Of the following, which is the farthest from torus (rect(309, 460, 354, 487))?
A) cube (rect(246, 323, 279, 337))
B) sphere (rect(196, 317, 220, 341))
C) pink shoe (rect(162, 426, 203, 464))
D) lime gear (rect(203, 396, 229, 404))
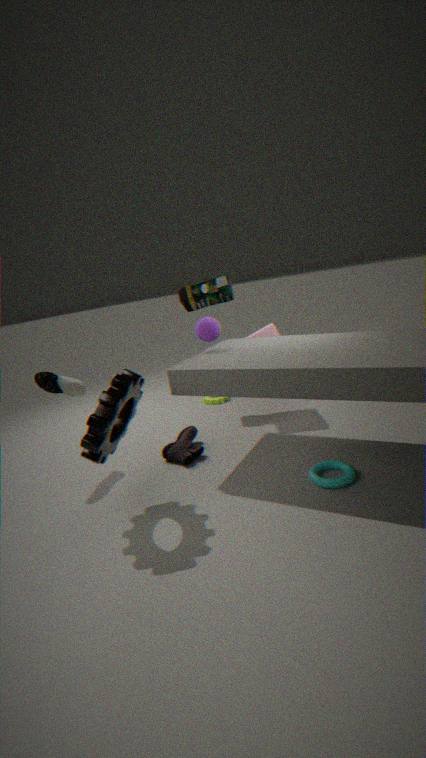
lime gear (rect(203, 396, 229, 404))
